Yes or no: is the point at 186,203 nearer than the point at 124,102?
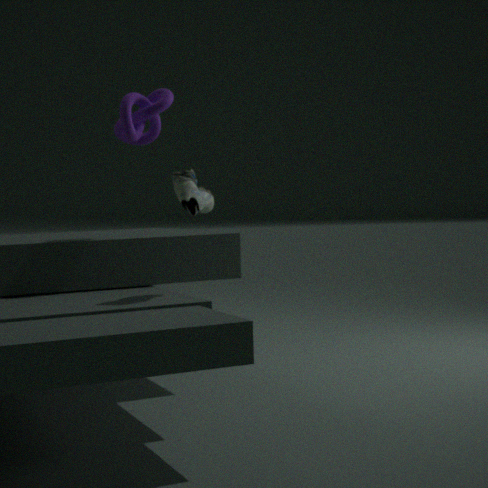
Yes
